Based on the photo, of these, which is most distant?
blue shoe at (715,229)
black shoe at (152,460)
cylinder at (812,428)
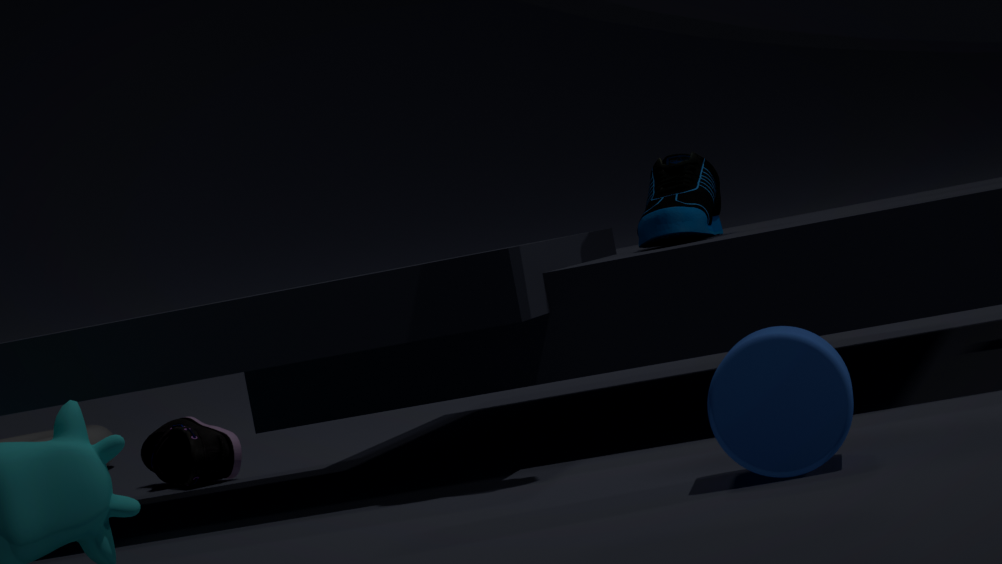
black shoe at (152,460)
